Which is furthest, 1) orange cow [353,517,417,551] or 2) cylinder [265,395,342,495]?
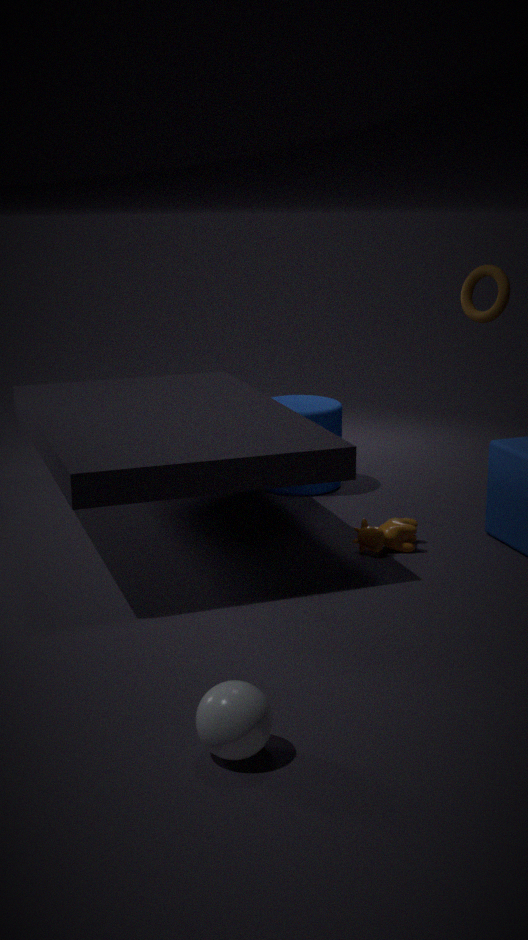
2. cylinder [265,395,342,495]
